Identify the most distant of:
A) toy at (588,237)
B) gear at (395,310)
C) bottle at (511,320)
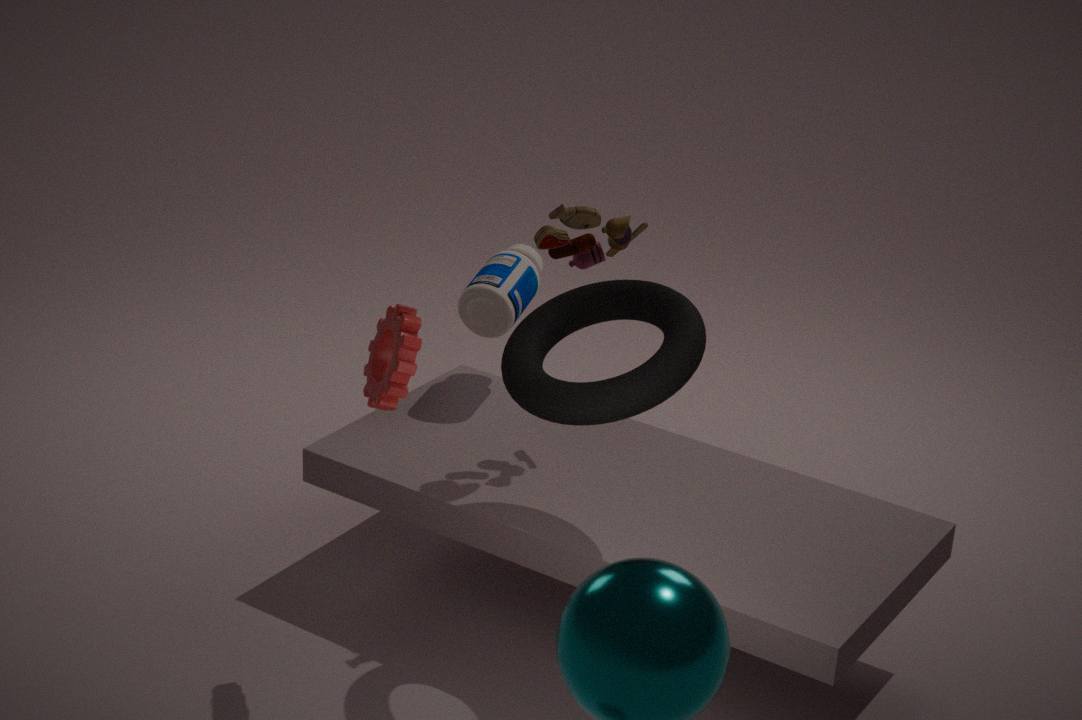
bottle at (511,320)
